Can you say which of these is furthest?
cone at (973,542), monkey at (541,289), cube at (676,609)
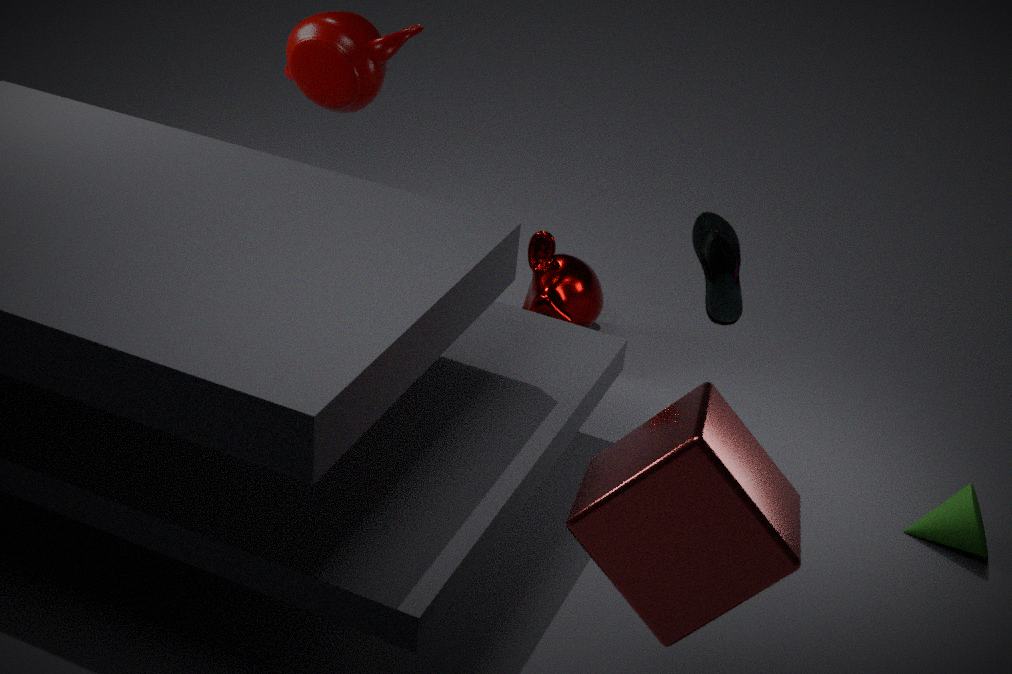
monkey at (541,289)
